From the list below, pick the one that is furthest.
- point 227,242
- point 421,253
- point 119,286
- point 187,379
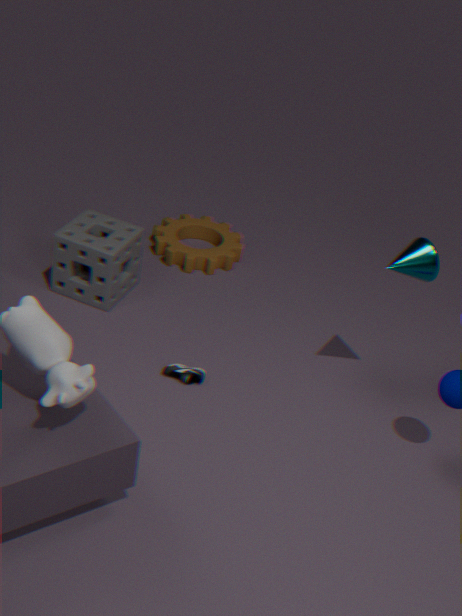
point 227,242
